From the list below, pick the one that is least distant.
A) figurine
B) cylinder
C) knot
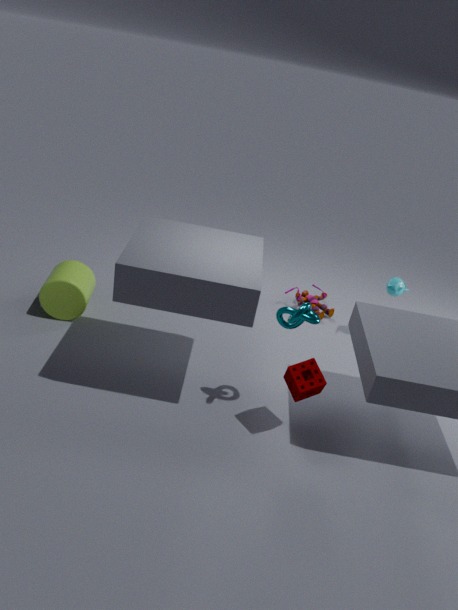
knot
